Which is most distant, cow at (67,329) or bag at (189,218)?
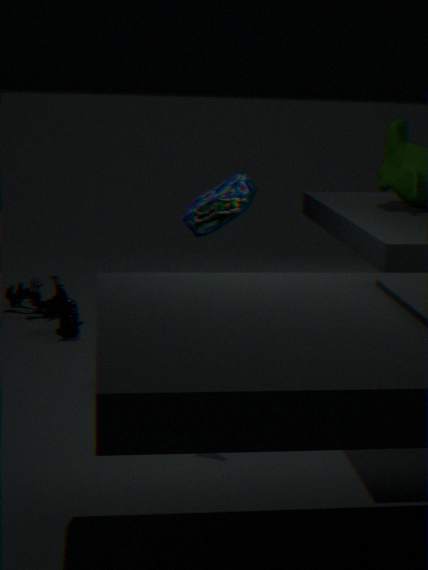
cow at (67,329)
